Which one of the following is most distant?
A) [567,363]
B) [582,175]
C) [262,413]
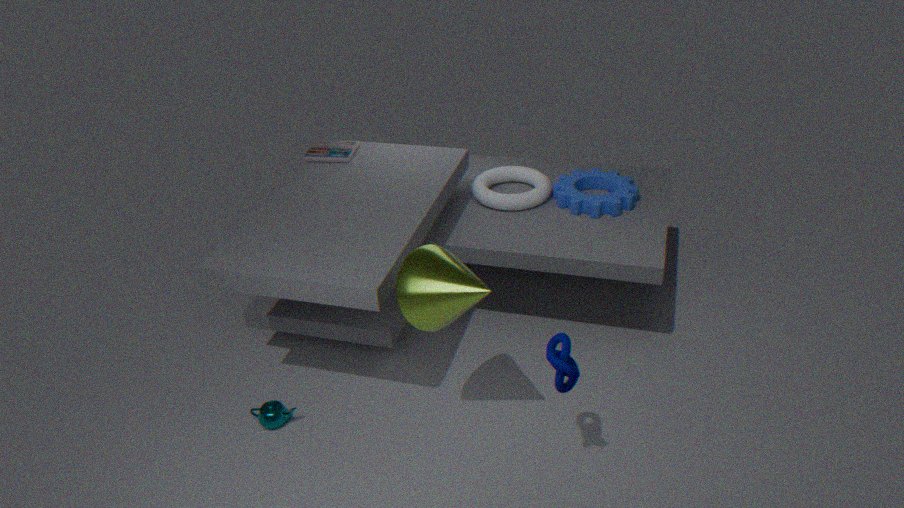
[582,175]
